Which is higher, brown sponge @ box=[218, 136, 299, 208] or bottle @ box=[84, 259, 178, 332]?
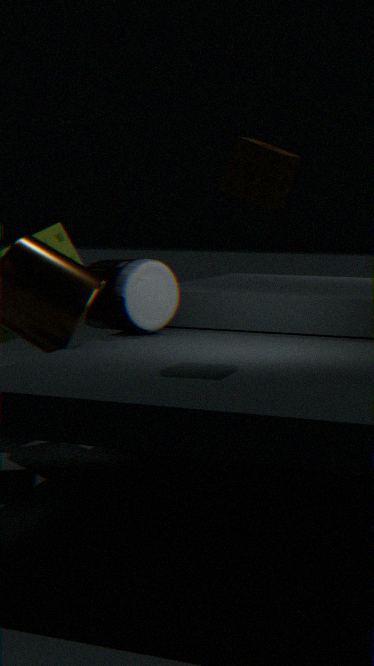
brown sponge @ box=[218, 136, 299, 208]
